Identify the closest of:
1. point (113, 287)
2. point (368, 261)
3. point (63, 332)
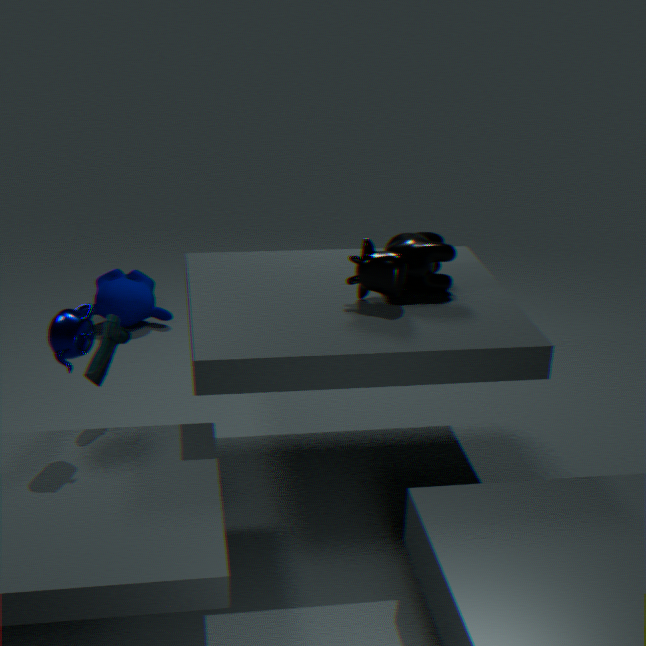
point (63, 332)
